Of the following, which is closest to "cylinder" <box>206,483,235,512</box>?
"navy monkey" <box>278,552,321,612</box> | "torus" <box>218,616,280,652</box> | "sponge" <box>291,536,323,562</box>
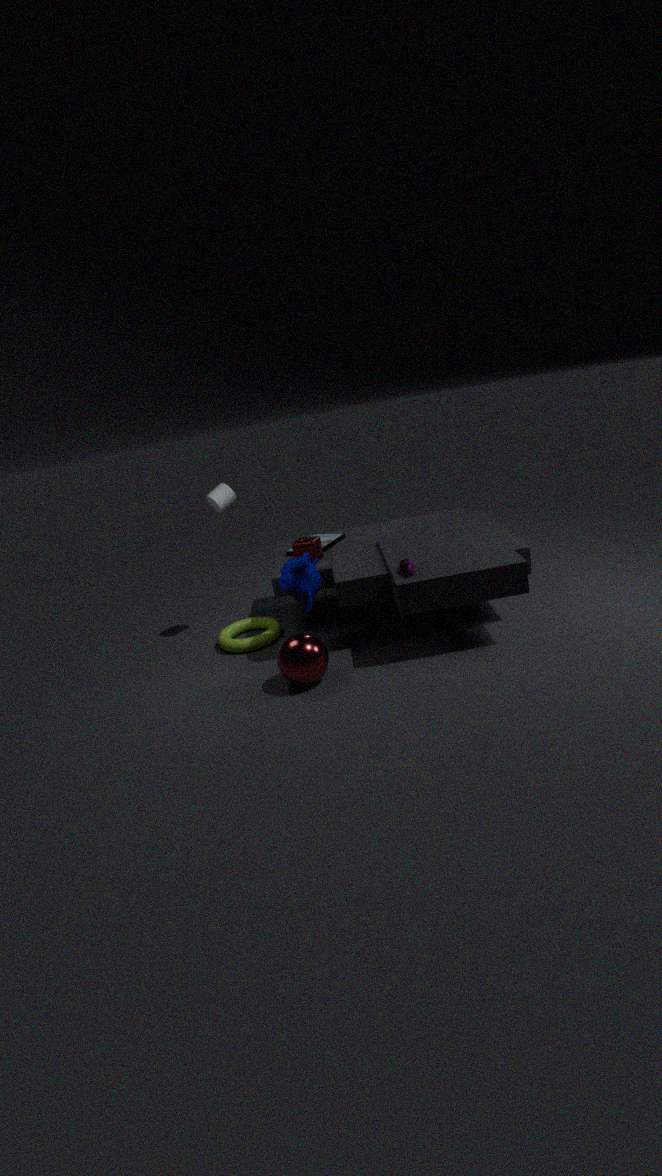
"sponge" <box>291,536,323,562</box>
